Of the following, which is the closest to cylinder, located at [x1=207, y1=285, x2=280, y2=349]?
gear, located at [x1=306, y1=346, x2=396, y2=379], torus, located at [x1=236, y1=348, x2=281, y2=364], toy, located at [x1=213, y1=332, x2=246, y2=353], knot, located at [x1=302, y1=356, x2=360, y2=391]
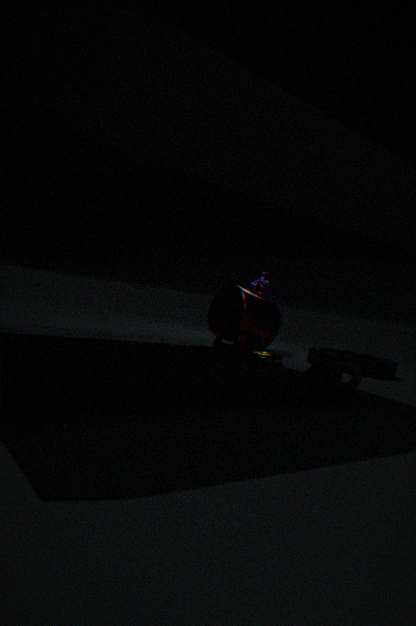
toy, located at [x1=213, y1=332, x2=246, y2=353]
